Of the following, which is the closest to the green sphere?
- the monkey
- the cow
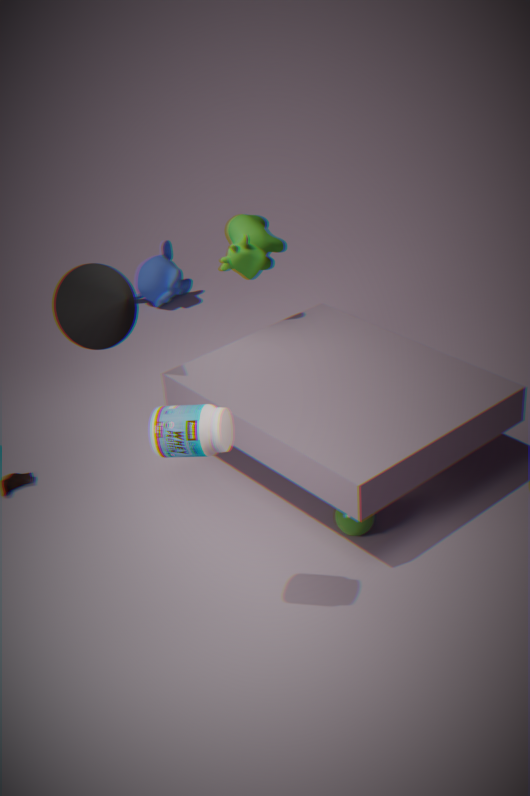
the cow
